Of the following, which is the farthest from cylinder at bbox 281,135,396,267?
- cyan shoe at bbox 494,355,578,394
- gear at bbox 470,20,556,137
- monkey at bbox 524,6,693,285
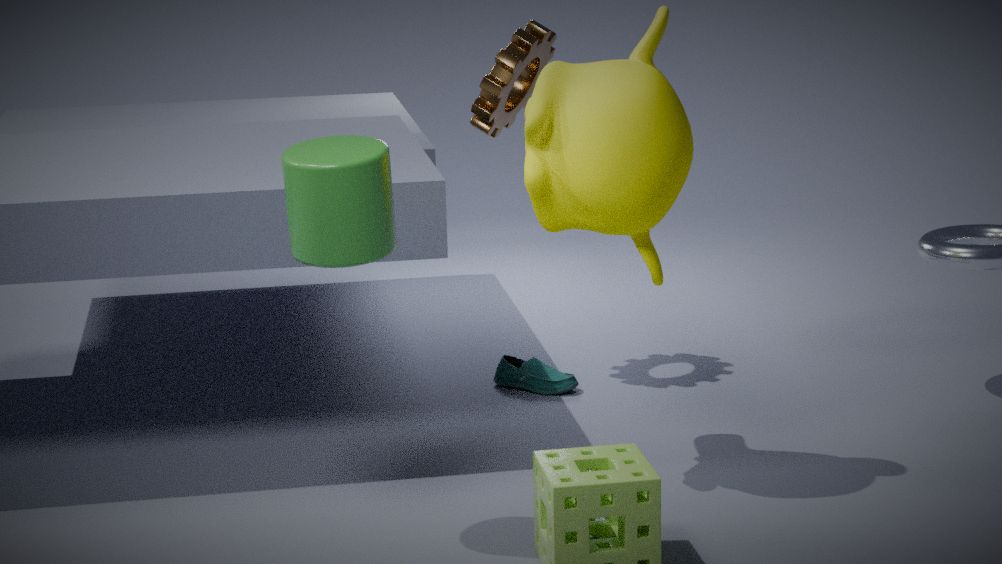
cyan shoe at bbox 494,355,578,394
